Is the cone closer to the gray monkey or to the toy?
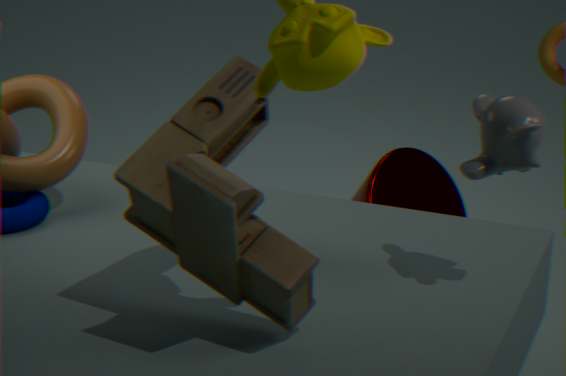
the gray monkey
